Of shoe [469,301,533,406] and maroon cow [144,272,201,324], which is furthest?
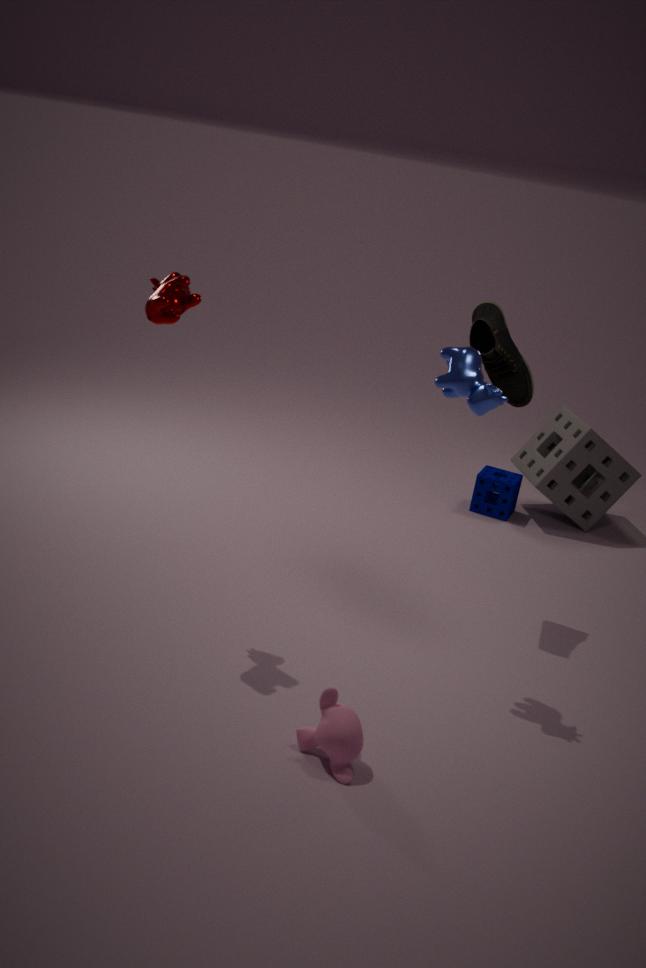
shoe [469,301,533,406]
